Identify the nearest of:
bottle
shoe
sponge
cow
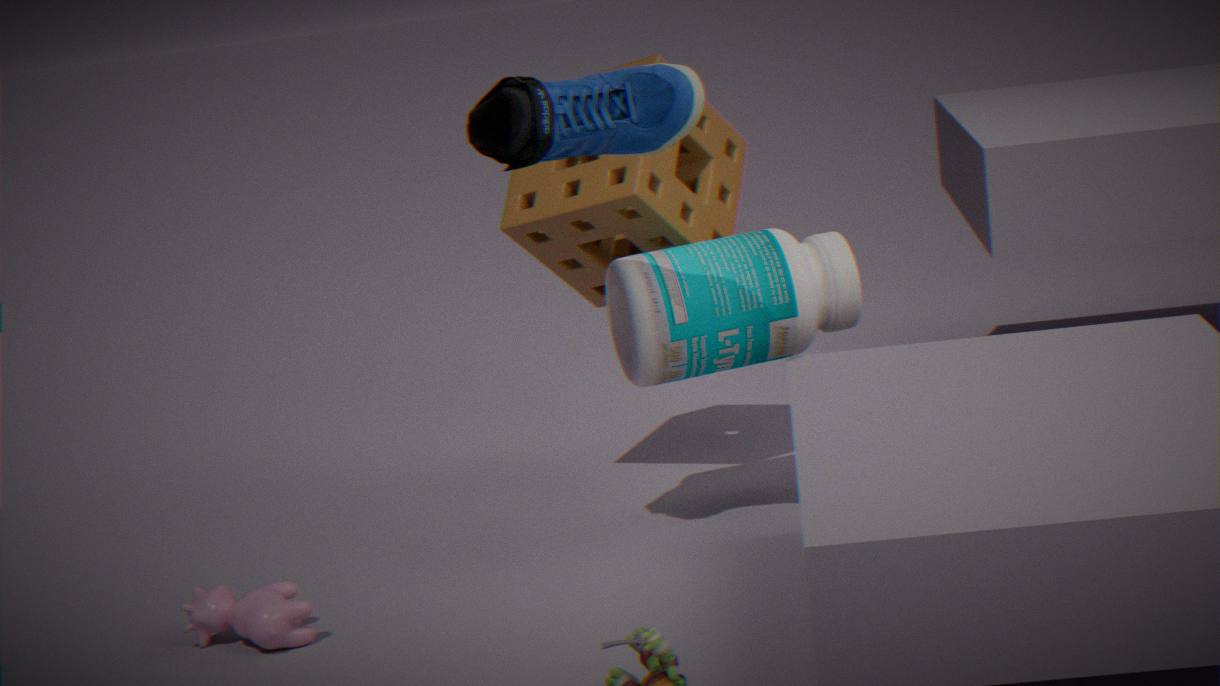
shoe
